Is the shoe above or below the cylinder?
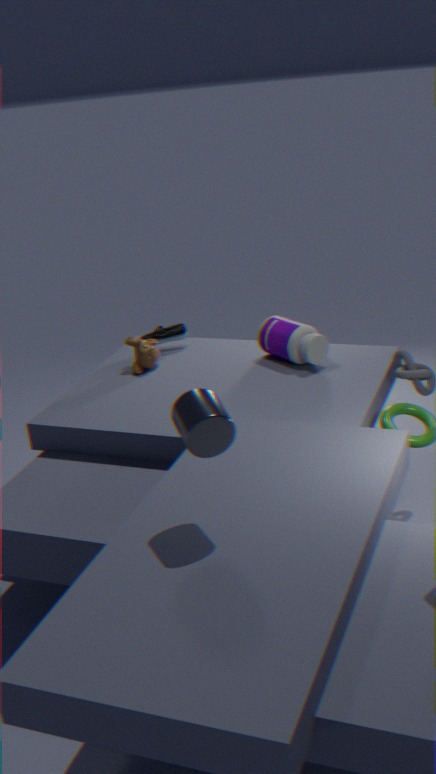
below
